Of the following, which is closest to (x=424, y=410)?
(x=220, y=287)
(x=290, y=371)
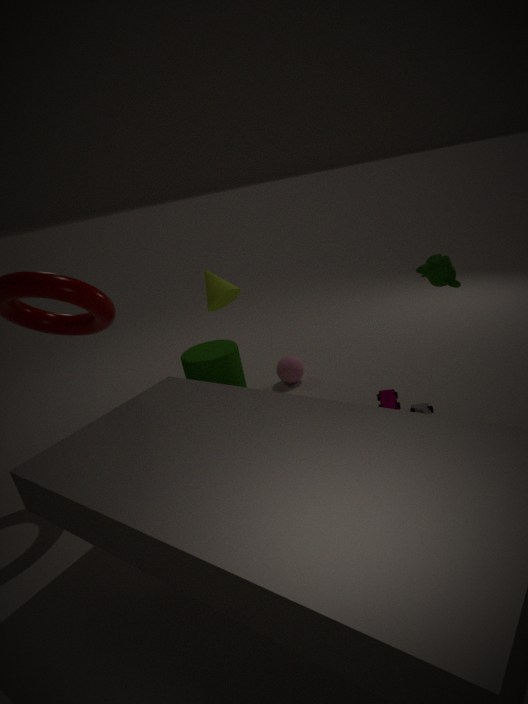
(x=290, y=371)
